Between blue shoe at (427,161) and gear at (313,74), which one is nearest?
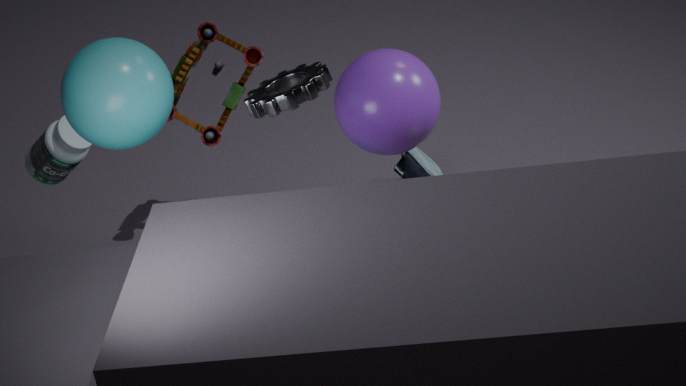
gear at (313,74)
